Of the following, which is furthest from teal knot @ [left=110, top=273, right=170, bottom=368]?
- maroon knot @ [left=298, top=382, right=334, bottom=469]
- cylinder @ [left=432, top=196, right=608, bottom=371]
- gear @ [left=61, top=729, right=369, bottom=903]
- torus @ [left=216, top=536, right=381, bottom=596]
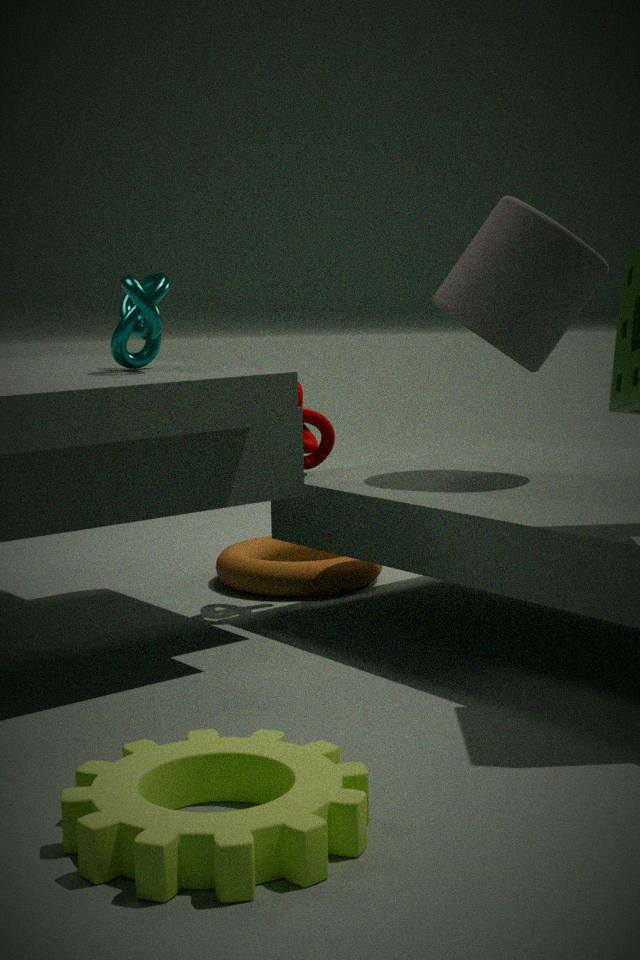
gear @ [left=61, top=729, right=369, bottom=903]
